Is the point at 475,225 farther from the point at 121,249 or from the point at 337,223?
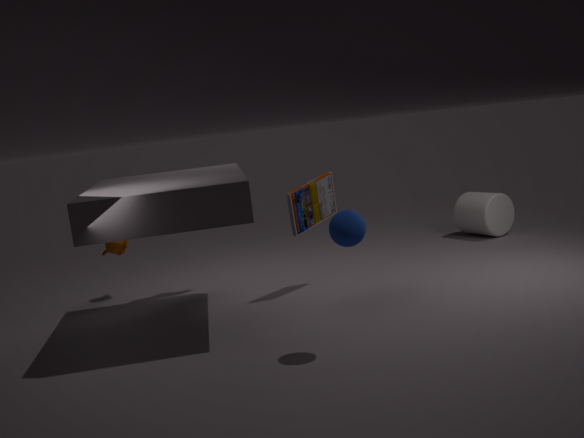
the point at 121,249
